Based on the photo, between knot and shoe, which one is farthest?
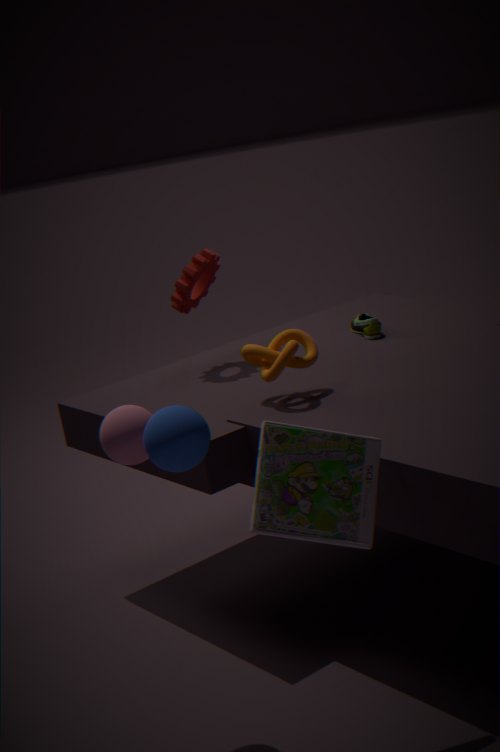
shoe
